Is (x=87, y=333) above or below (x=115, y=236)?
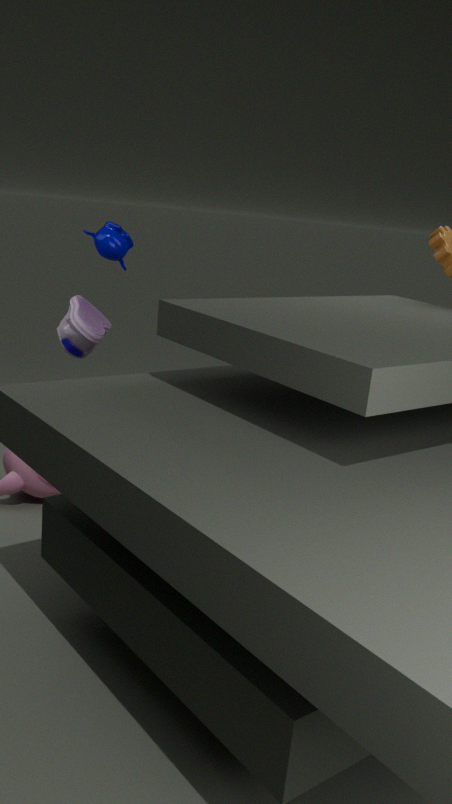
below
